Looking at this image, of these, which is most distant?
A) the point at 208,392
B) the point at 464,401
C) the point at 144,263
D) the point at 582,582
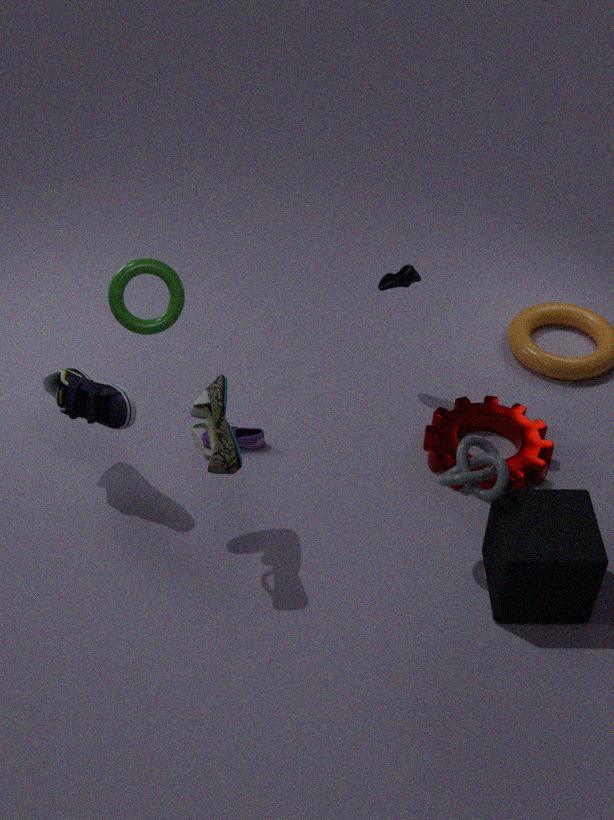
the point at 464,401
